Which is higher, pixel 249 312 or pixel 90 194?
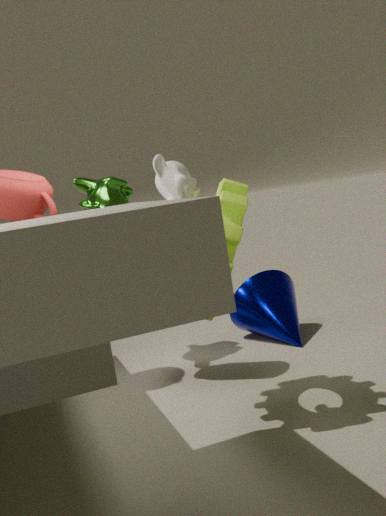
pixel 90 194
